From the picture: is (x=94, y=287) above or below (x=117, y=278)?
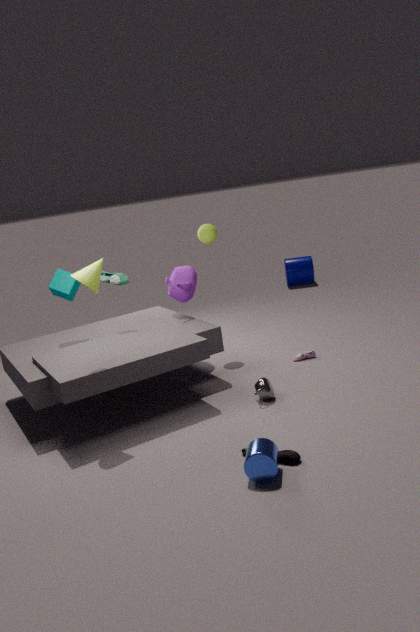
above
